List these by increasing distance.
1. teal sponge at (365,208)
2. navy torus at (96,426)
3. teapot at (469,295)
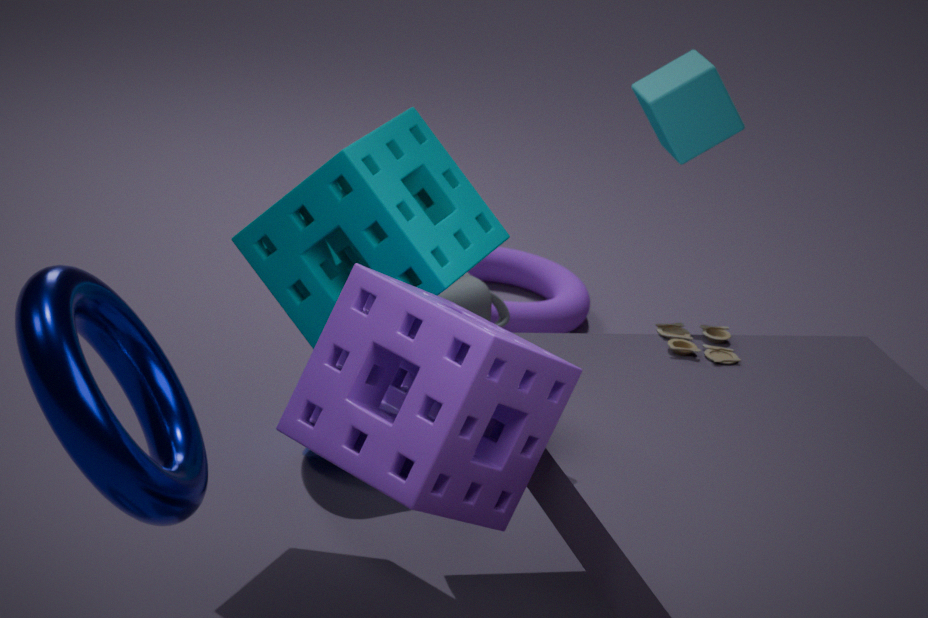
navy torus at (96,426) → teal sponge at (365,208) → teapot at (469,295)
